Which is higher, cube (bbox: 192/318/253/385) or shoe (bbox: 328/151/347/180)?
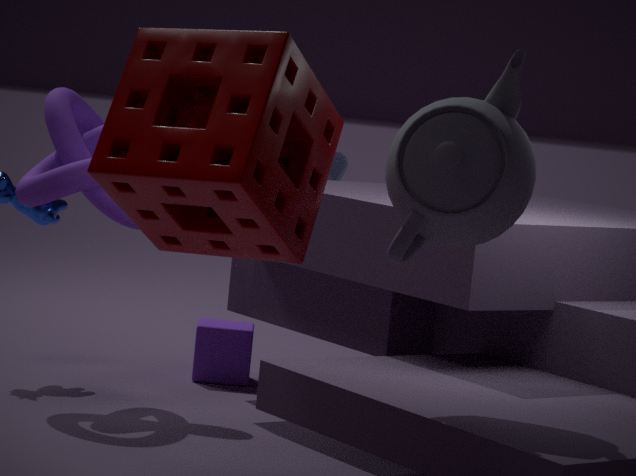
shoe (bbox: 328/151/347/180)
